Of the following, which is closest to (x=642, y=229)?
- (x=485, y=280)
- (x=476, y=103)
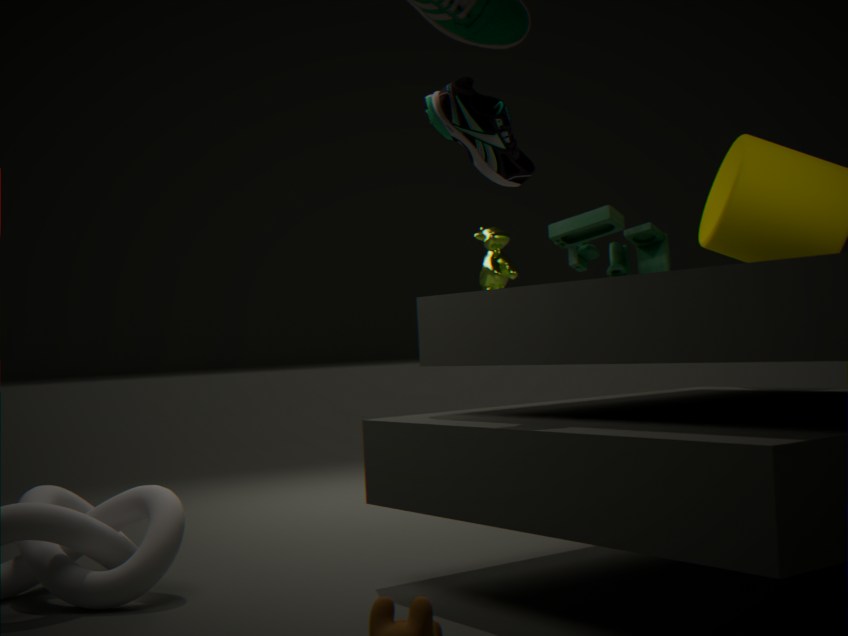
(x=485, y=280)
